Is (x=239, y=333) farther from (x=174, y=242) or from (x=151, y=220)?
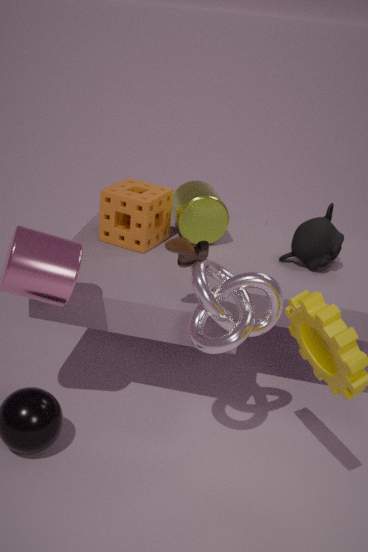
(x=151, y=220)
